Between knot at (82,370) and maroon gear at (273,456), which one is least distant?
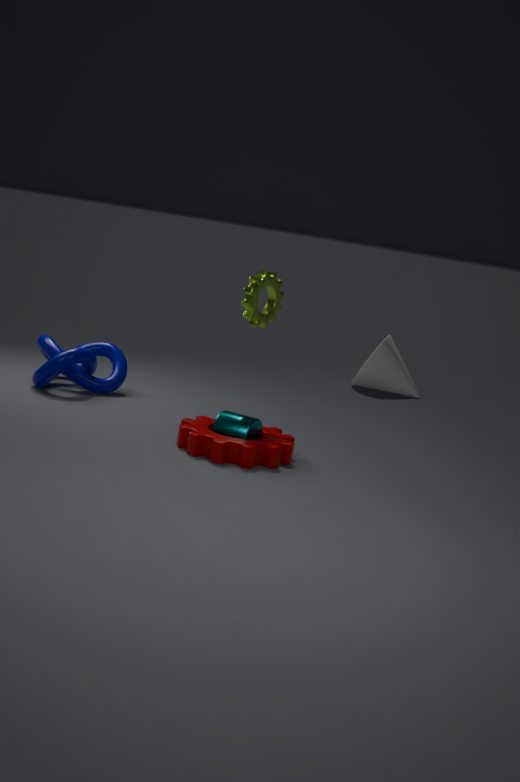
maroon gear at (273,456)
